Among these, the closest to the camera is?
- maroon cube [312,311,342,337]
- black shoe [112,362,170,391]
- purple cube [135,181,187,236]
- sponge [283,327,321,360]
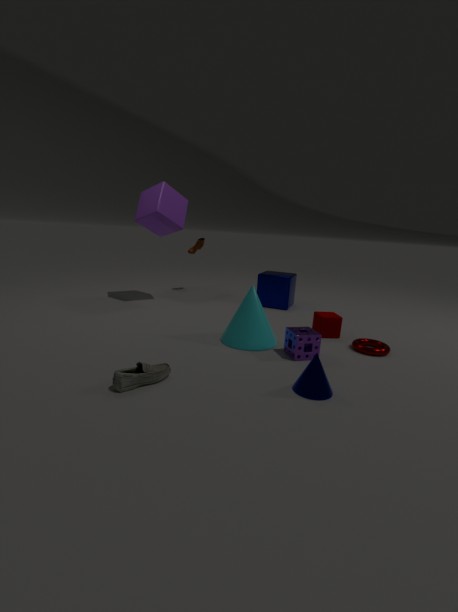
black shoe [112,362,170,391]
